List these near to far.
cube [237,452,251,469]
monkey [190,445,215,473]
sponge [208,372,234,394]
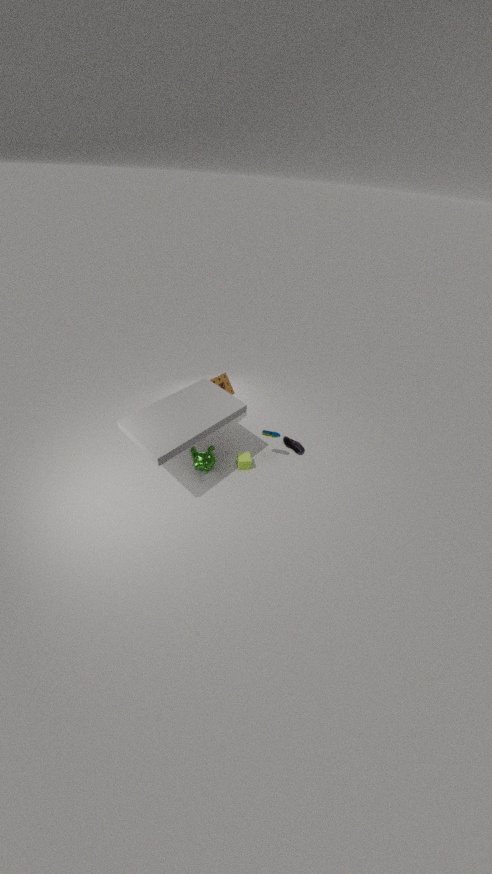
monkey [190,445,215,473] < cube [237,452,251,469] < sponge [208,372,234,394]
